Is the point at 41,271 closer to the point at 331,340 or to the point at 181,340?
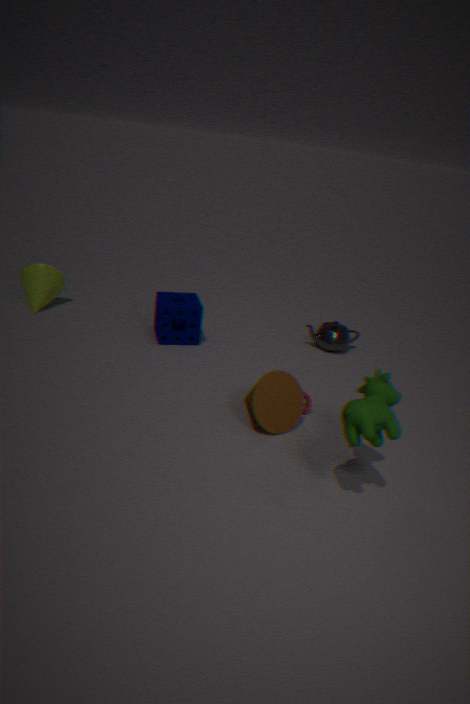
the point at 181,340
